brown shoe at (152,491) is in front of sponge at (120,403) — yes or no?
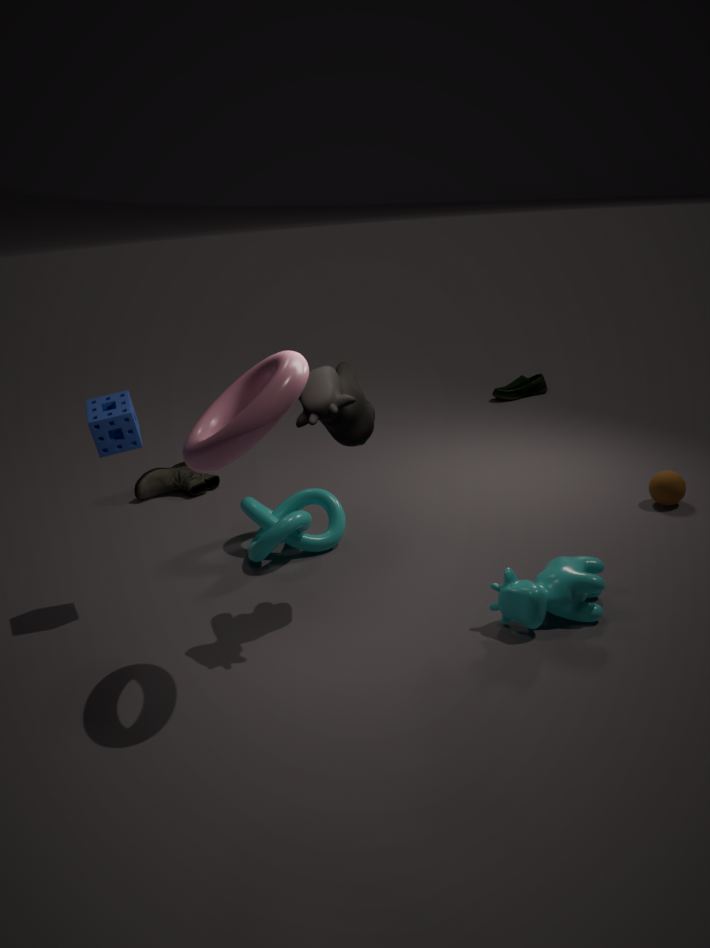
No
